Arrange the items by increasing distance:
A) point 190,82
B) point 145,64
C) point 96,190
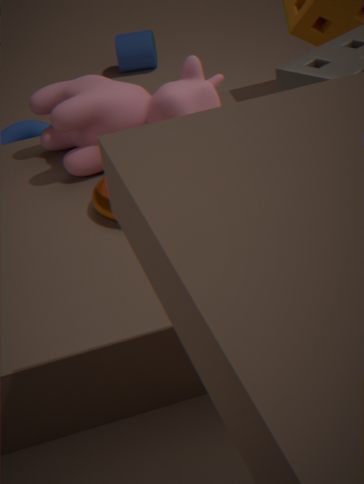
point 96,190
point 190,82
point 145,64
